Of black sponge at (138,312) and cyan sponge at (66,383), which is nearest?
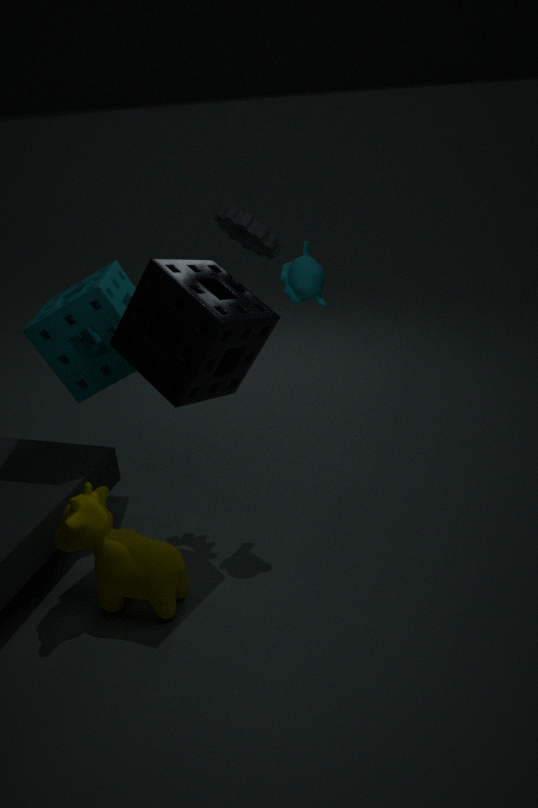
black sponge at (138,312)
